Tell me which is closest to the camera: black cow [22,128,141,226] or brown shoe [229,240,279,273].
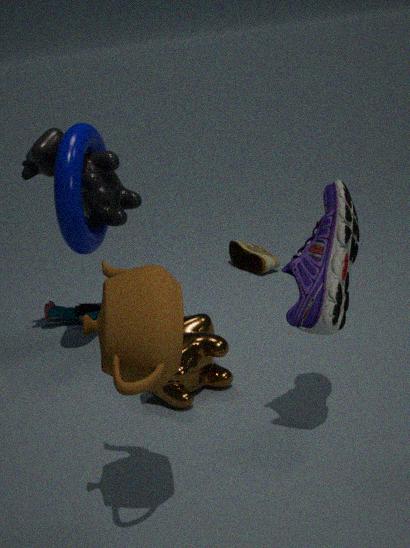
black cow [22,128,141,226]
